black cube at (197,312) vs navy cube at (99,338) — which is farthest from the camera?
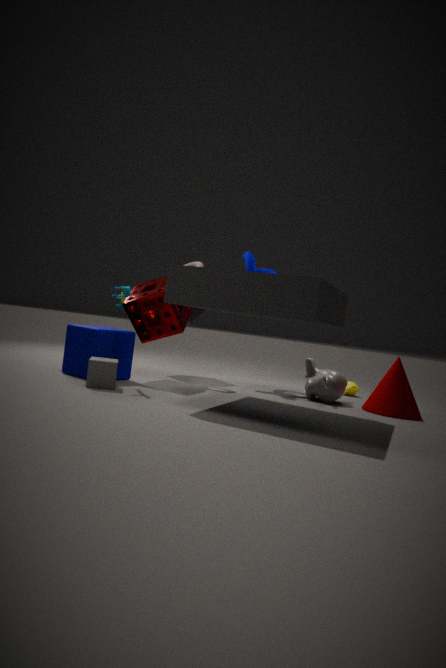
black cube at (197,312)
